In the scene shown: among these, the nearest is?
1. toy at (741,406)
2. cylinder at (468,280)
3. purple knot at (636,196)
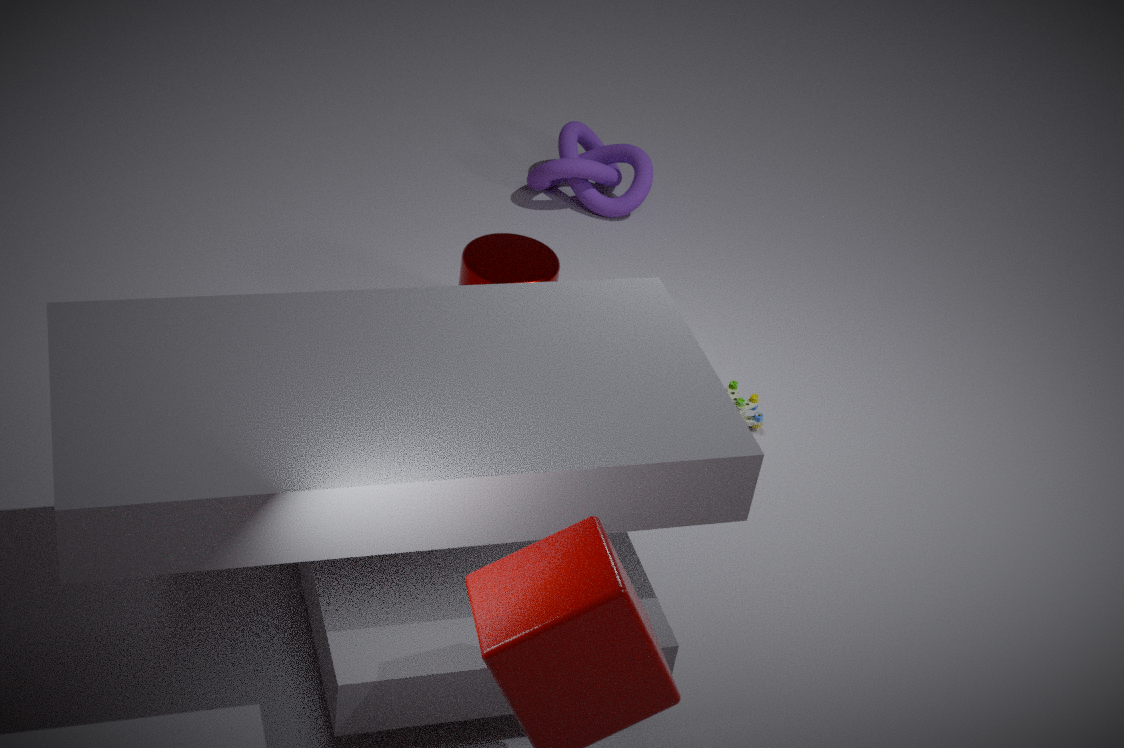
toy at (741,406)
